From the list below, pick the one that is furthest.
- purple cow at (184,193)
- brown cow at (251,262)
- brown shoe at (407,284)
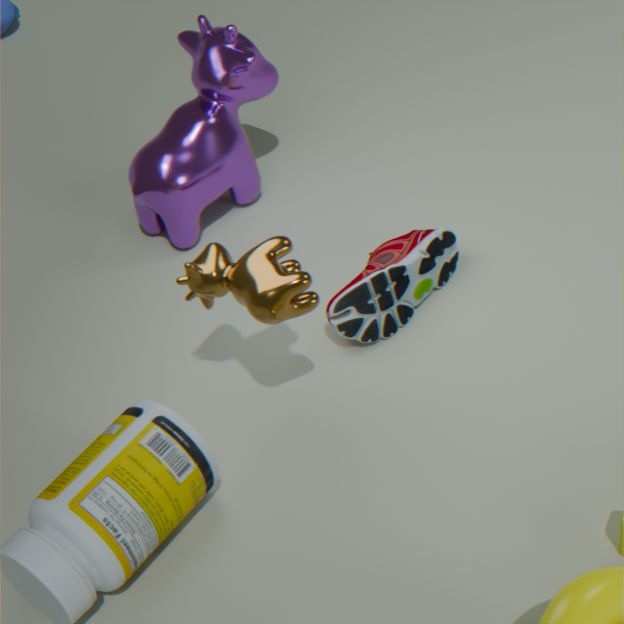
purple cow at (184,193)
